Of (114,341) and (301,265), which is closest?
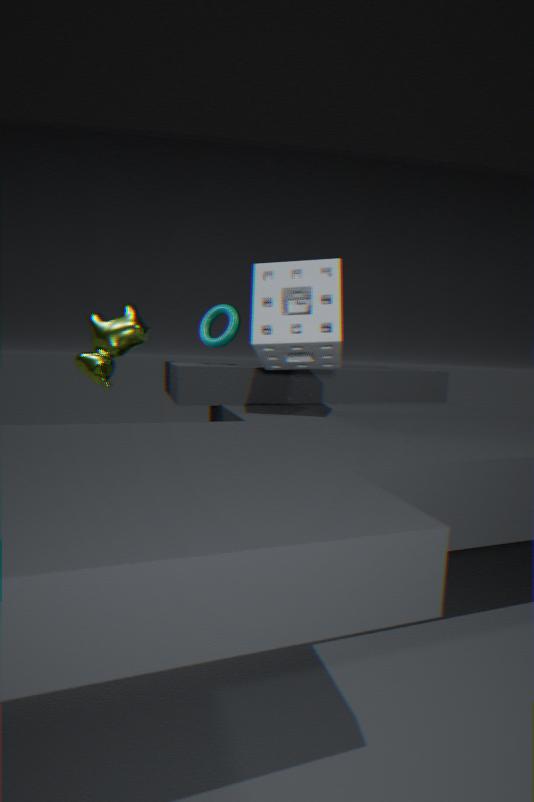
(301,265)
